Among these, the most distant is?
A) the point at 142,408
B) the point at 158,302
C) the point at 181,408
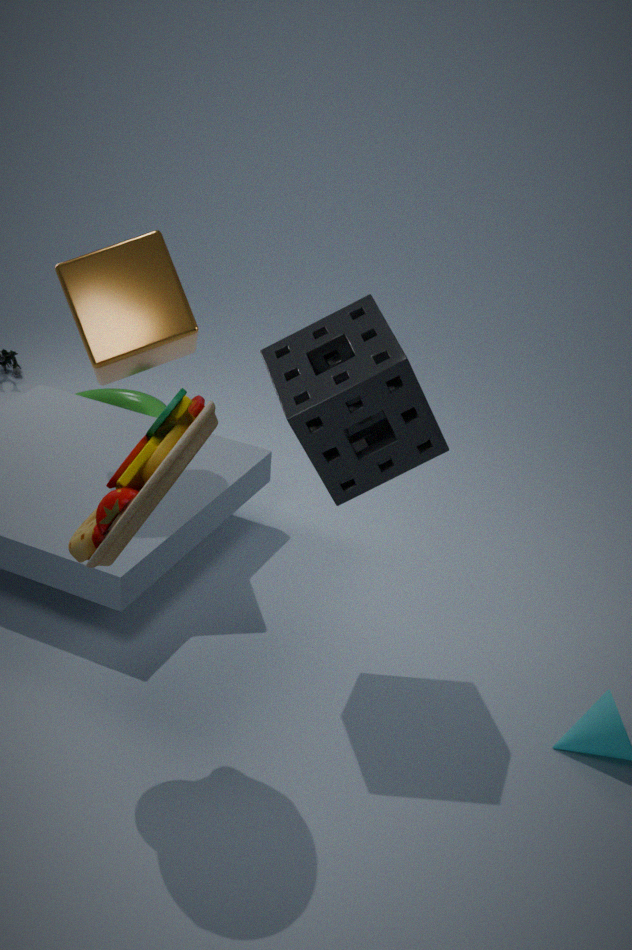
the point at 142,408
